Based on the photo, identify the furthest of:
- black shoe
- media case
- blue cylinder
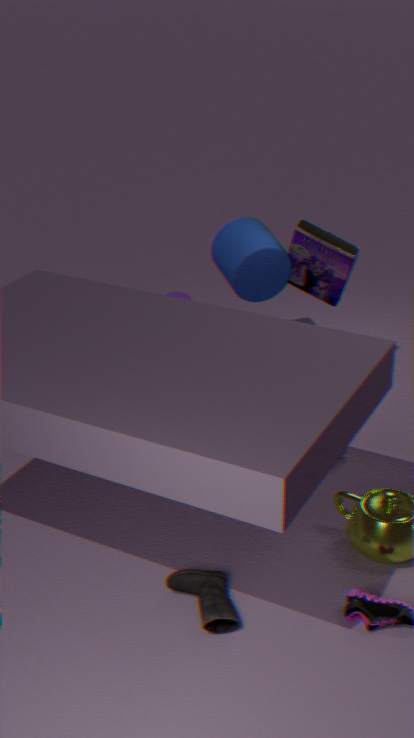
blue cylinder
